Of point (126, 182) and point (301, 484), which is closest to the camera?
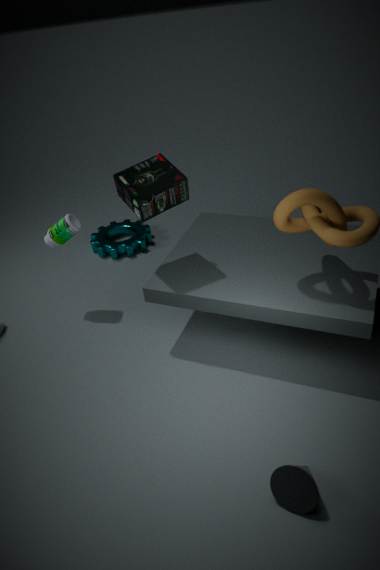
point (301, 484)
